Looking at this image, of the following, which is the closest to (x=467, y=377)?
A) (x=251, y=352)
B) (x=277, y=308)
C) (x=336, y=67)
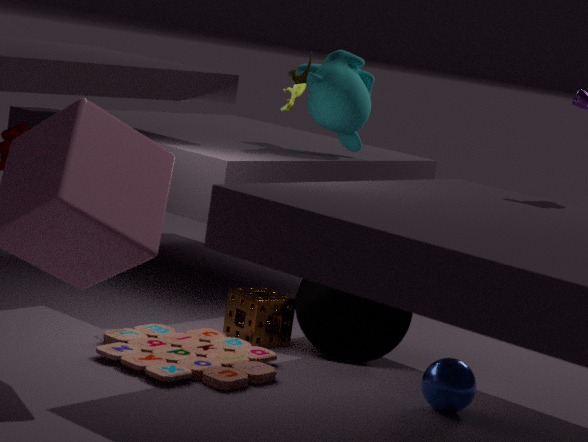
(x=277, y=308)
